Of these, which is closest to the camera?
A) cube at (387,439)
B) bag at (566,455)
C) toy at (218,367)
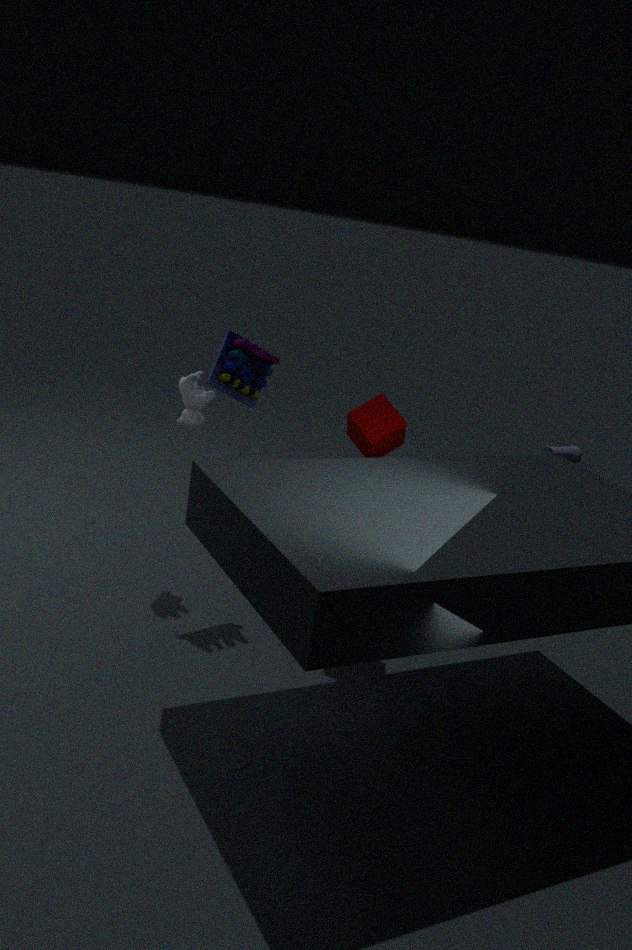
cube at (387,439)
